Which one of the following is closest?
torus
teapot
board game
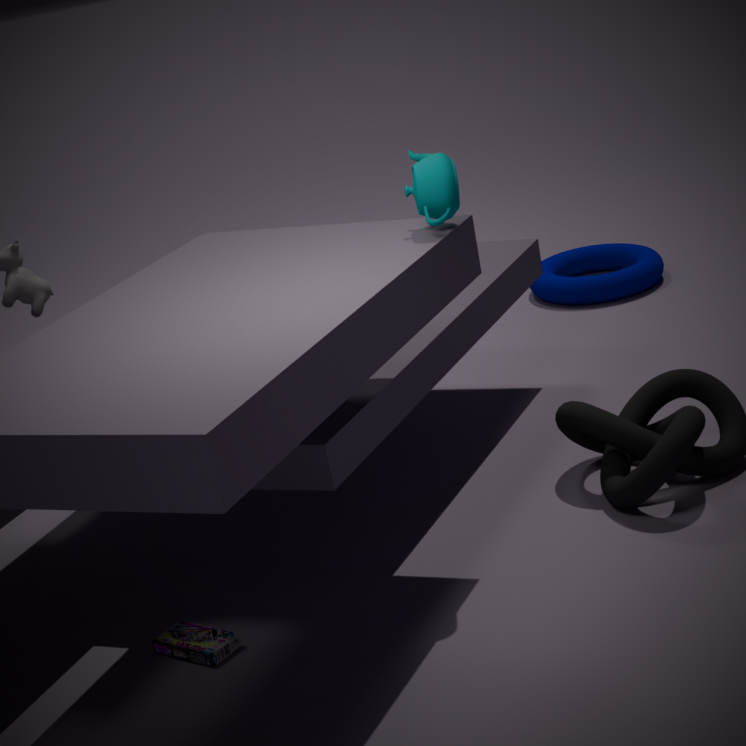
teapot
